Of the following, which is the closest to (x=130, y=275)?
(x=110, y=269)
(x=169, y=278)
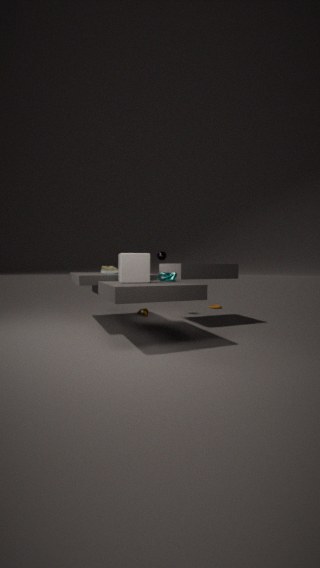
(x=169, y=278)
